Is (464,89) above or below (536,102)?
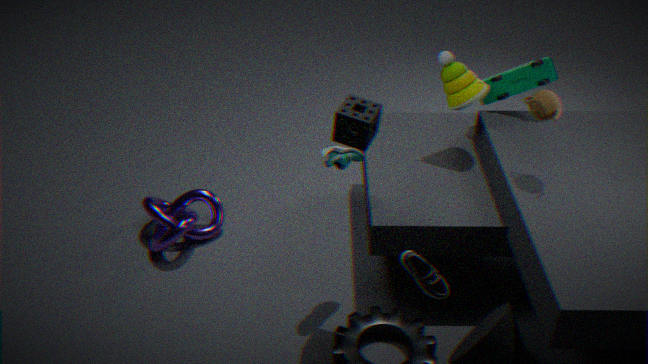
below
